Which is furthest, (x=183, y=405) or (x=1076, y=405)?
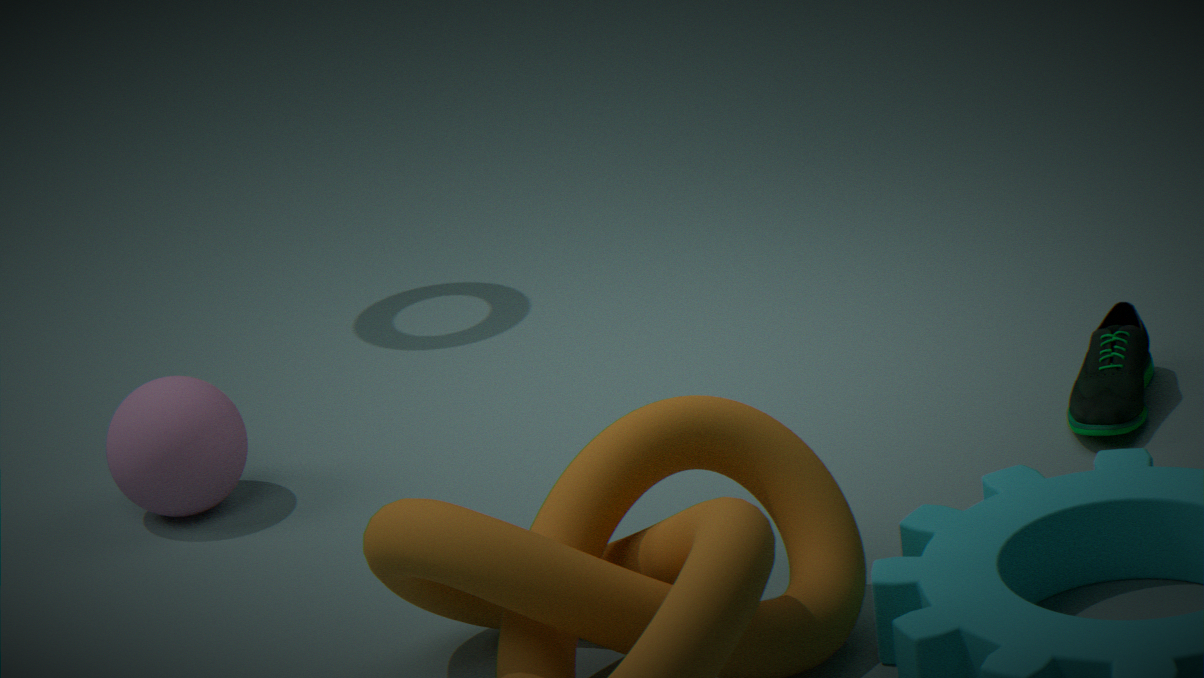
(x=183, y=405)
